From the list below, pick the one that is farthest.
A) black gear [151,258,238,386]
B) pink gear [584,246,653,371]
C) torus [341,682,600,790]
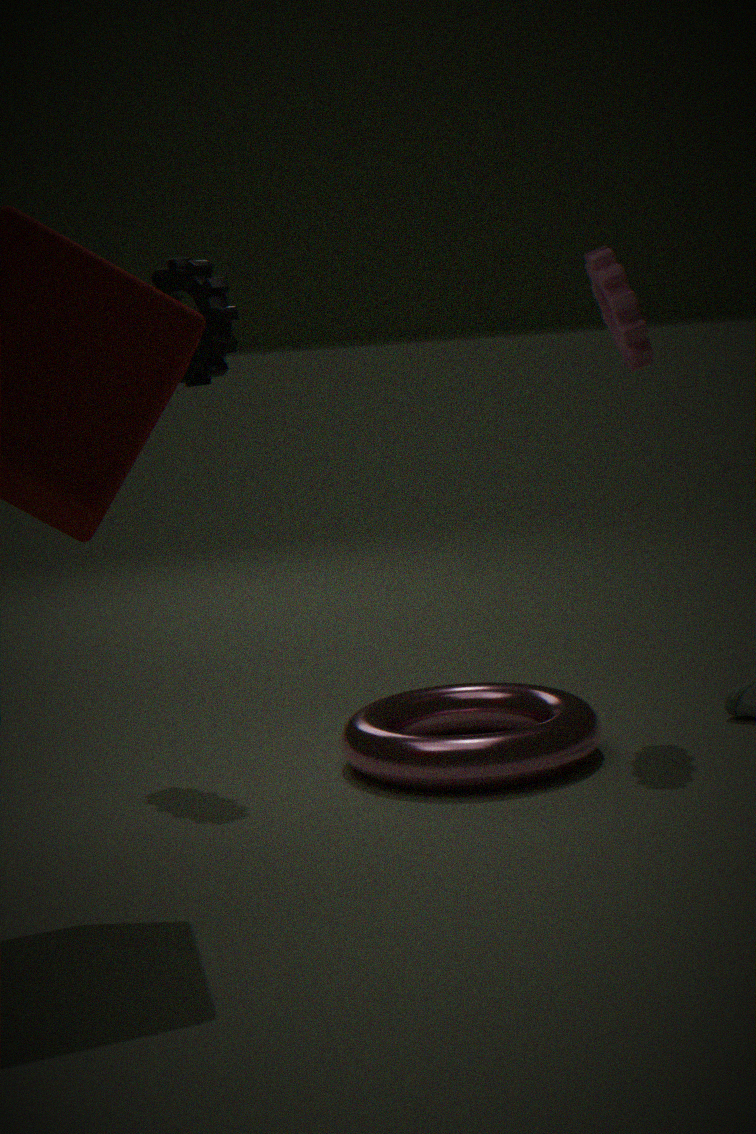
black gear [151,258,238,386]
